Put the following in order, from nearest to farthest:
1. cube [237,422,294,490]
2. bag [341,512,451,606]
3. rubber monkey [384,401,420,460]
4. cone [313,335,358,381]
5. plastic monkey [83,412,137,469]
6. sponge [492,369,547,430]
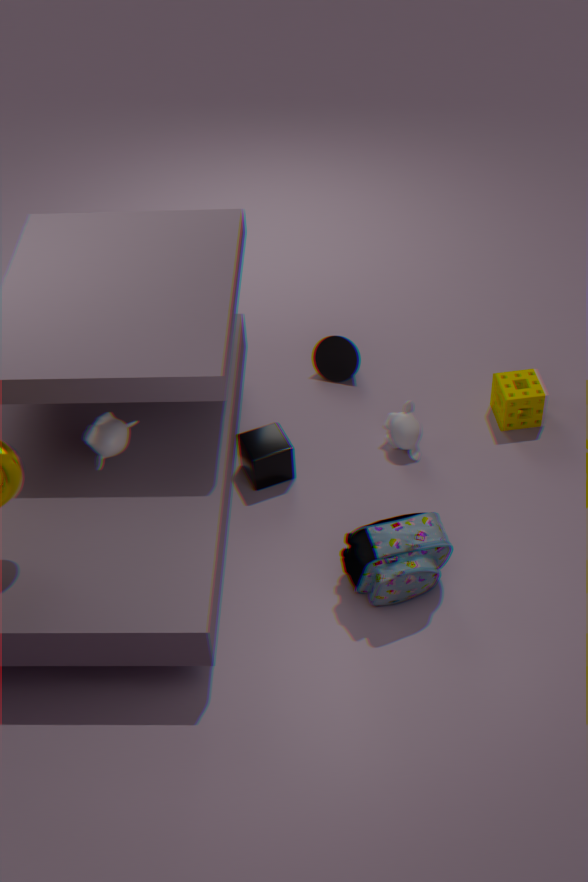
bag [341,512,451,606]
plastic monkey [83,412,137,469]
cube [237,422,294,490]
rubber monkey [384,401,420,460]
sponge [492,369,547,430]
cone [313,335,358,381]
